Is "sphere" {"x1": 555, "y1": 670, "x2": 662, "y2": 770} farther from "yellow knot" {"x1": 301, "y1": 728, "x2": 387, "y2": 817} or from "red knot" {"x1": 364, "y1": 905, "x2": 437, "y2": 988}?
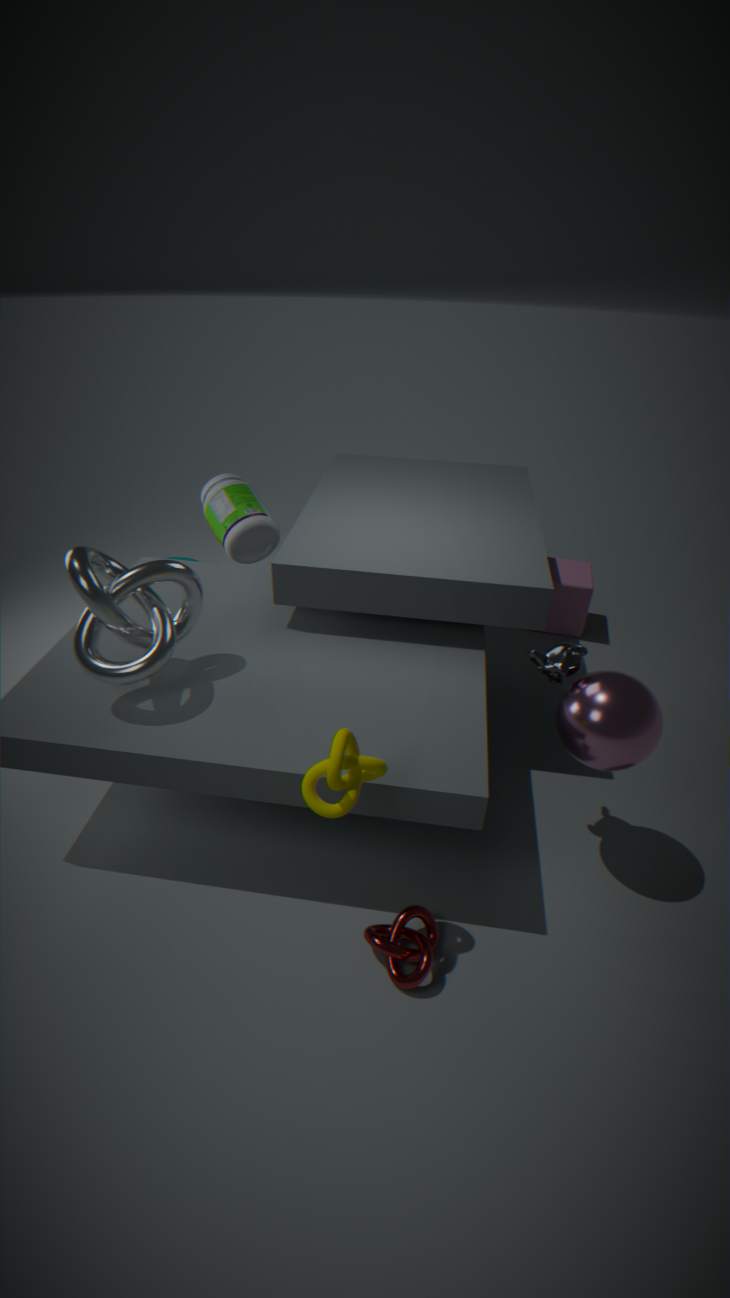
"red knot" {"x1": 364, "y1": 905, "x2": 437, "y2": 988}
